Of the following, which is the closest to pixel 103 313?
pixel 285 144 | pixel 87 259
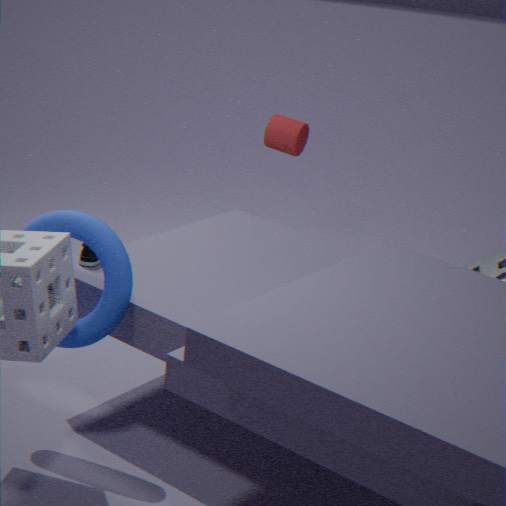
pixel 87 259
